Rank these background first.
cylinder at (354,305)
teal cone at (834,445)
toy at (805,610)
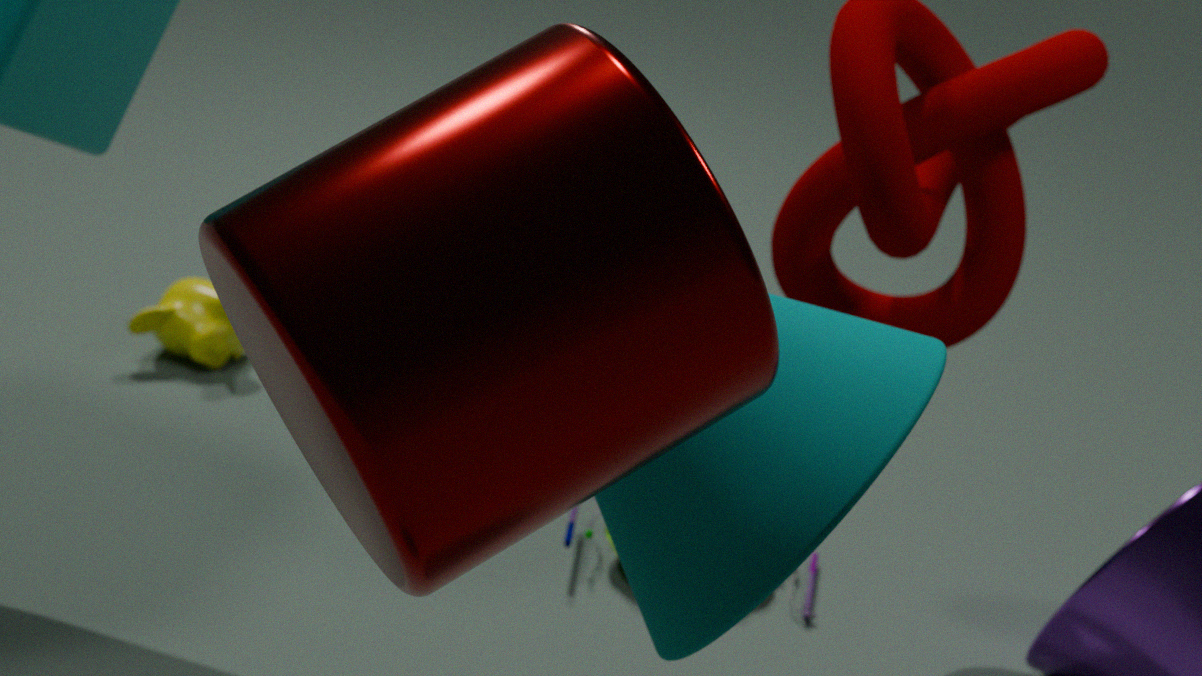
1. toy at (805,610)
2. teal cone at (834,445)
3. cylinder at (354,305)
